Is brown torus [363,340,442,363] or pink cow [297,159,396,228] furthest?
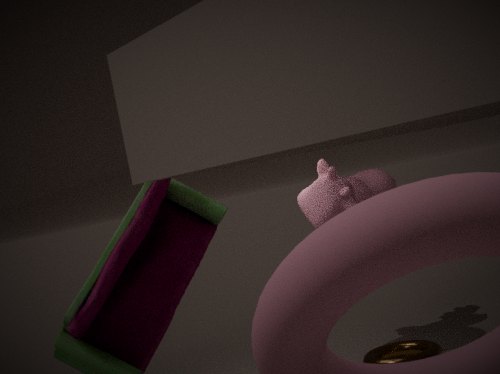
pink cow [297,159,396,228]
